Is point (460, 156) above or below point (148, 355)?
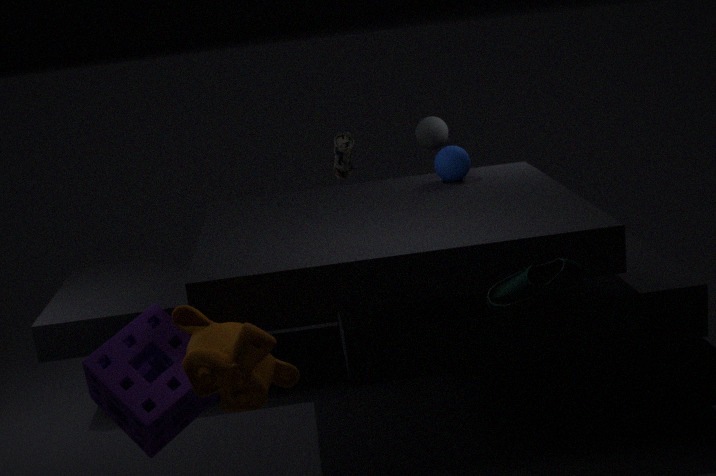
above
